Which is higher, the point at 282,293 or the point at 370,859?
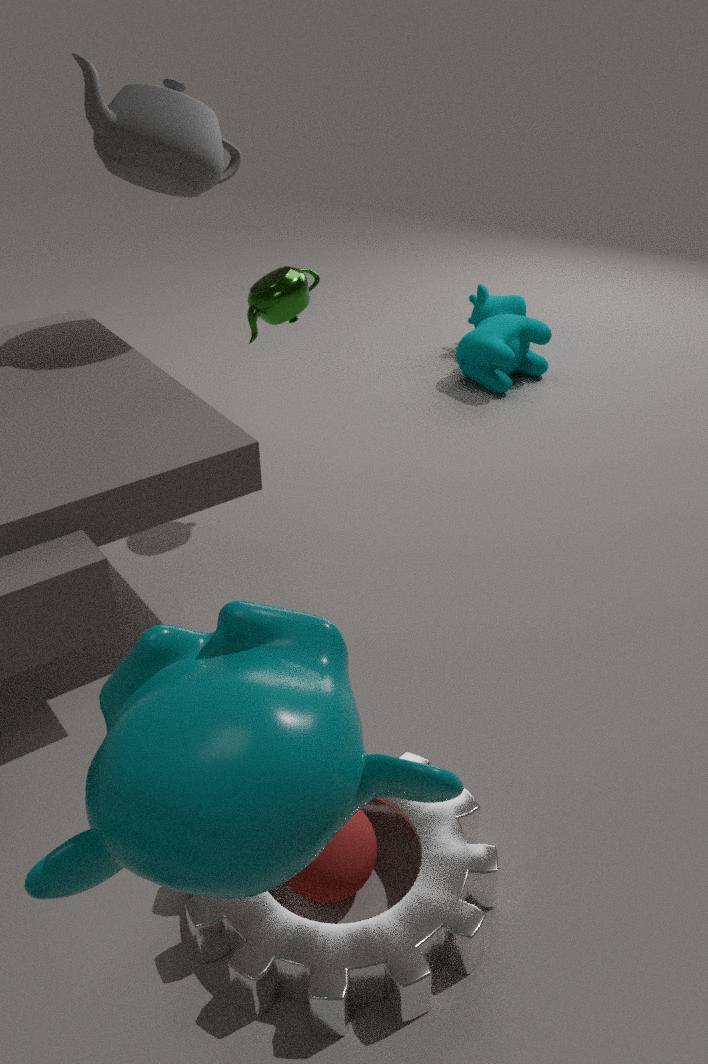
the point at 282,293
